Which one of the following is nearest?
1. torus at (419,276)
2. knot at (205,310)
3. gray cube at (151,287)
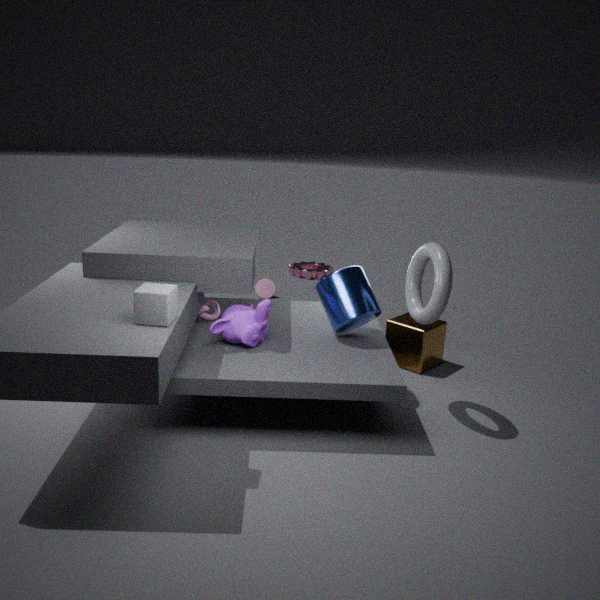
gray cube at (151,287)
